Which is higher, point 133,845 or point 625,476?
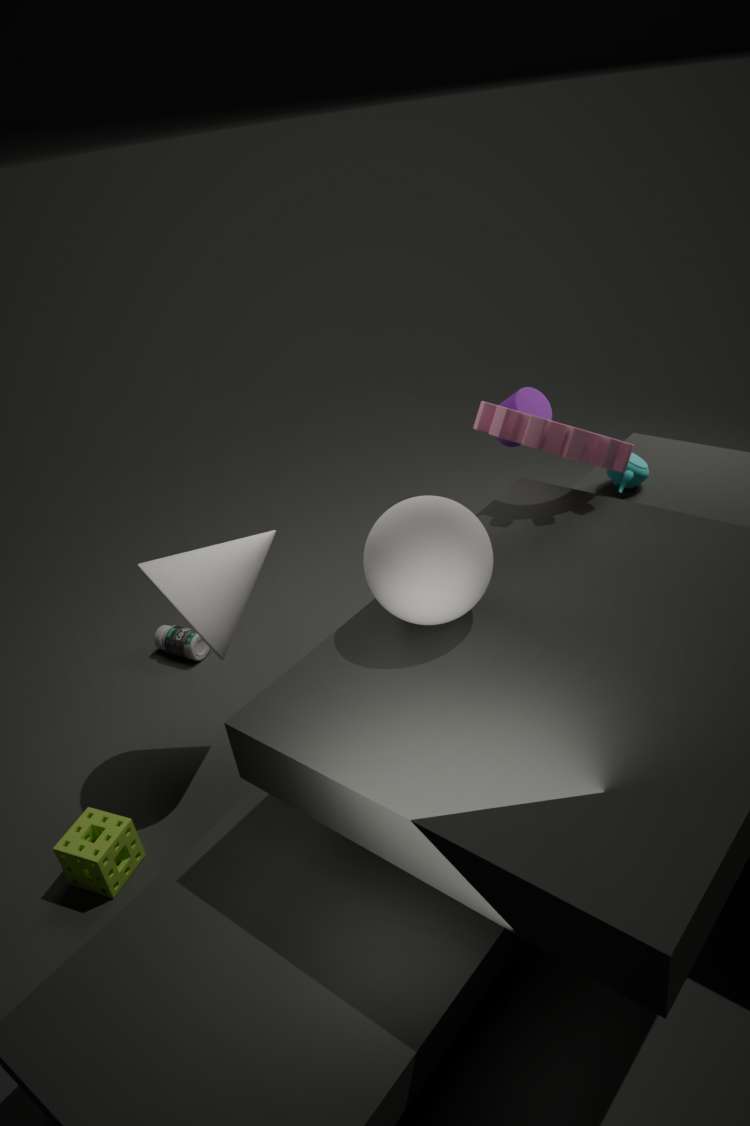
point 625,476
